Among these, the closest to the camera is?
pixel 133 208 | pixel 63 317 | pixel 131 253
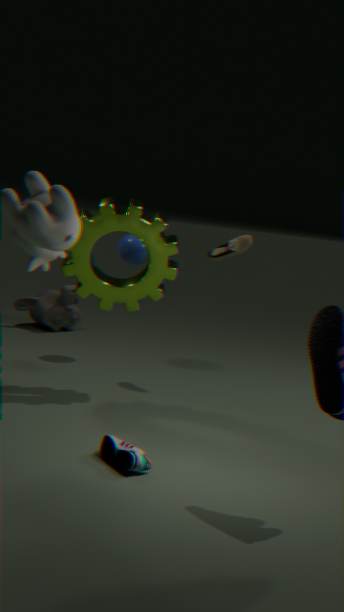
pixel 133 208
